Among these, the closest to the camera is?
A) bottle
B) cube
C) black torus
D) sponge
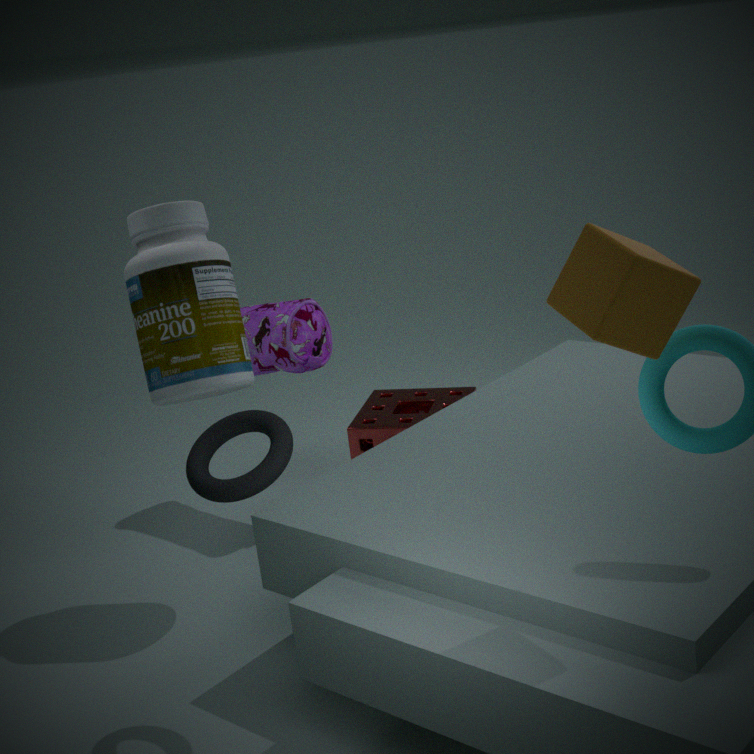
cube
